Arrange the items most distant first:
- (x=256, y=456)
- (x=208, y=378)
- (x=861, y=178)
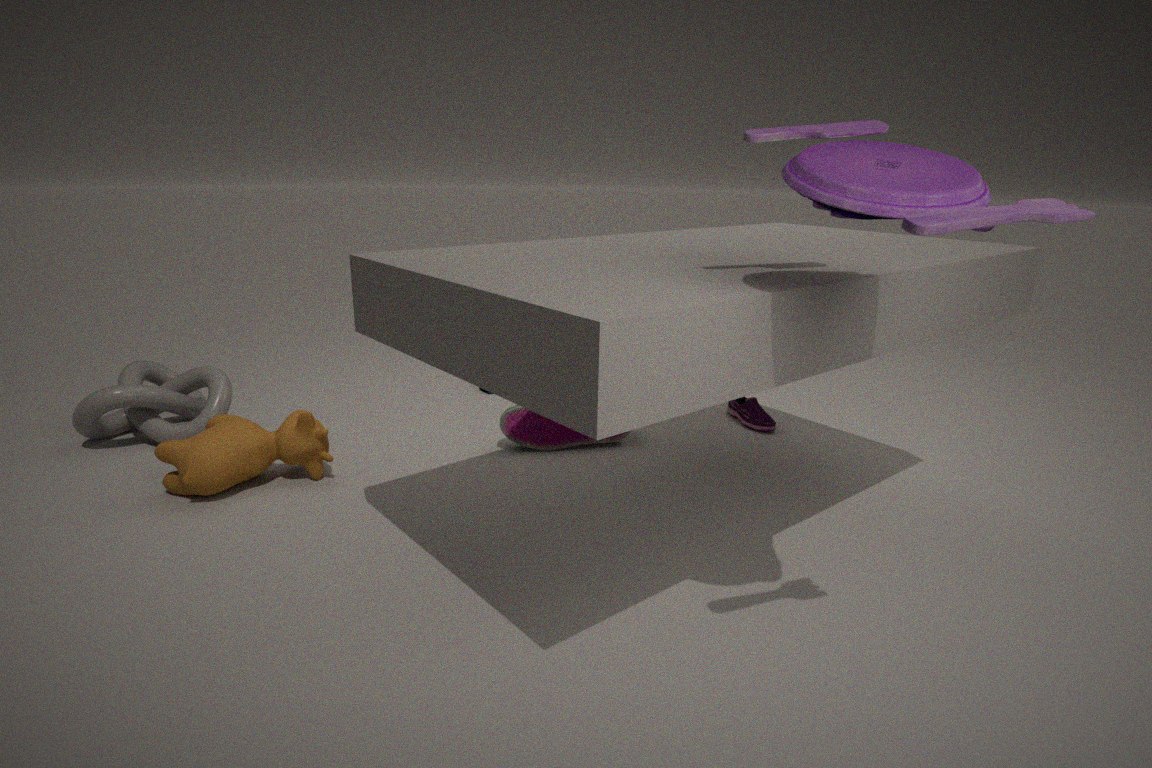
1. (x=208, y=378)
2. (x=256, y=456)
3. (x=861, y=178)
